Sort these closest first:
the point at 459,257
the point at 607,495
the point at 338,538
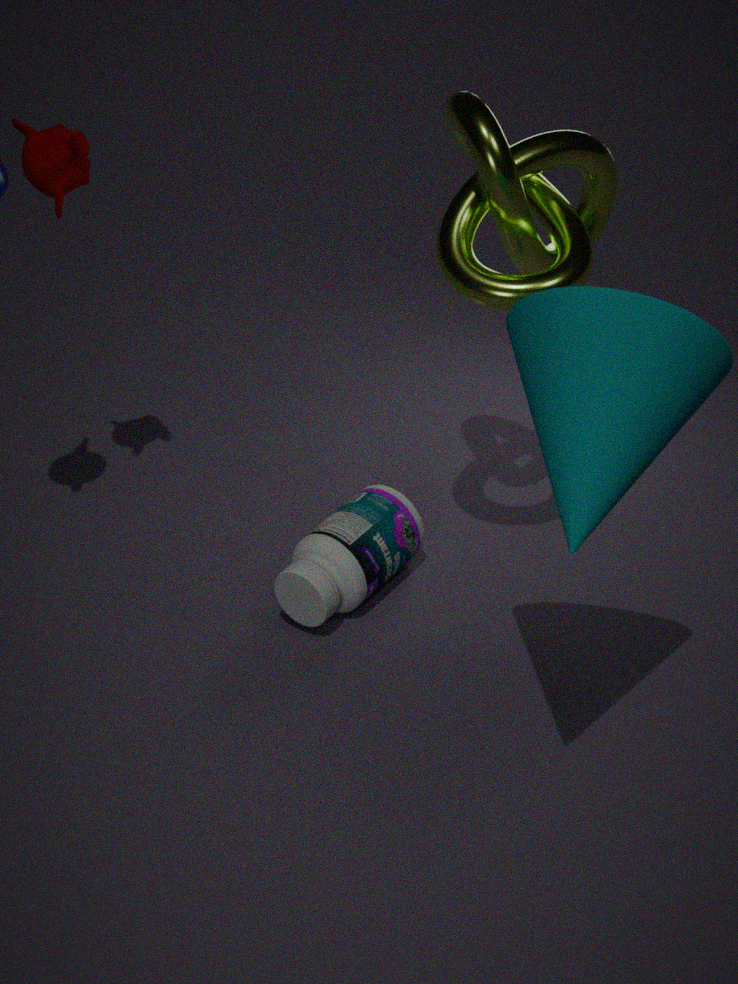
1. the point at 607,495
2. the point at 459,257
3. the point at 338,538
